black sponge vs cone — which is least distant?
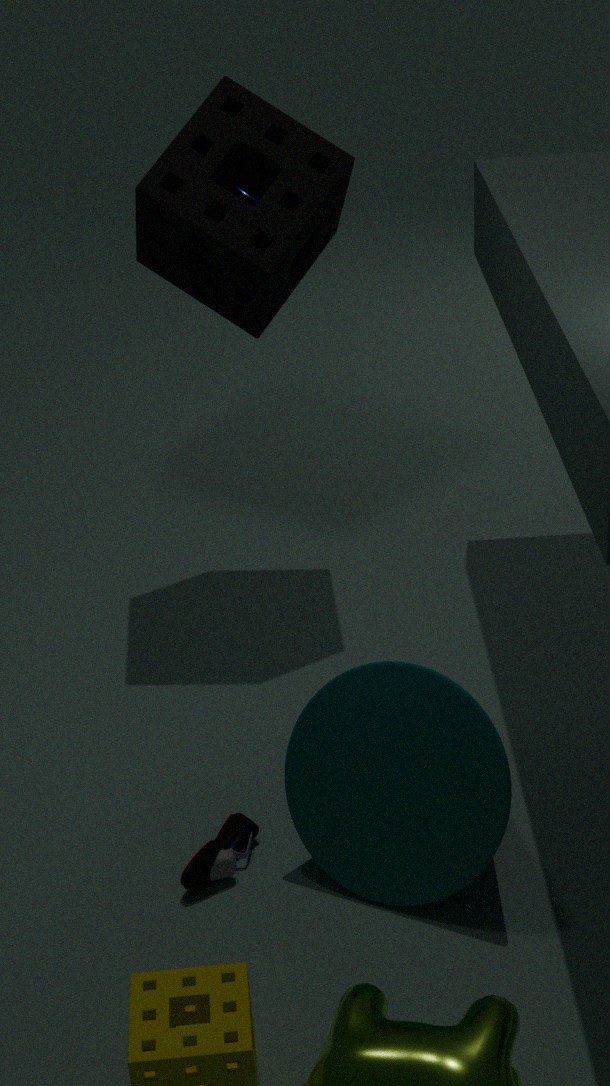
cone
